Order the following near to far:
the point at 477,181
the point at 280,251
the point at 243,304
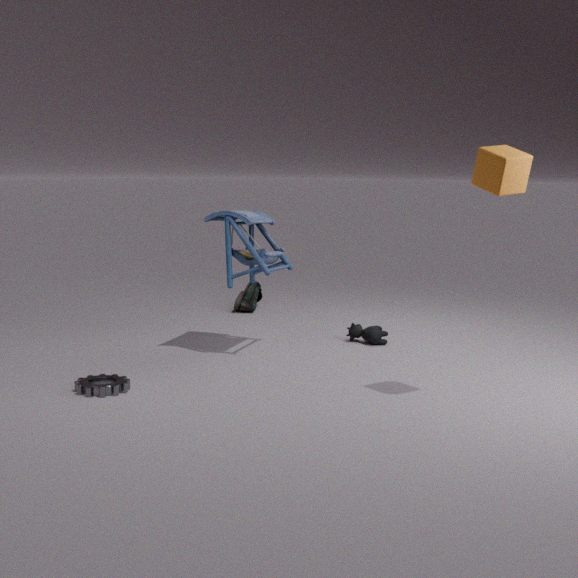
the point at 477,181 < the point at 280,251 < the point at 243,304
